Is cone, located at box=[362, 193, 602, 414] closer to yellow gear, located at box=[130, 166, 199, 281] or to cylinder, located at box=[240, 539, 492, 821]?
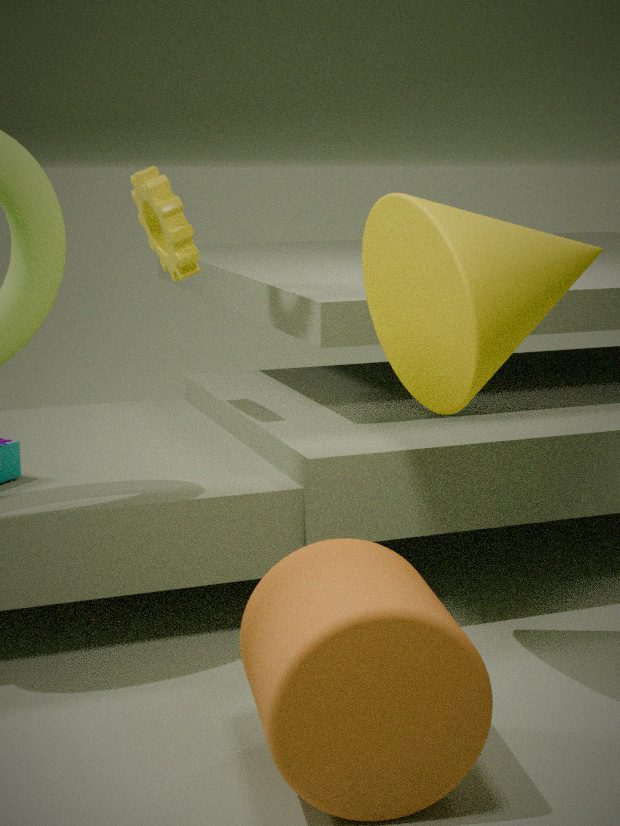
cylinder, located at box=[240, 539, 492, 821]
